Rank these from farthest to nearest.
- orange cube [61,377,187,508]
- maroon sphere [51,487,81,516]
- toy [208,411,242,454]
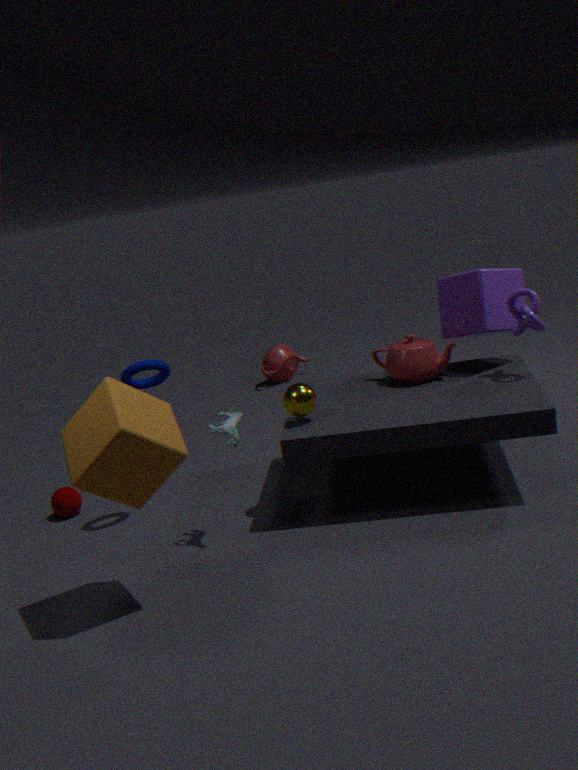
1. maroon sphere [51,487,81,516]
2. toy [208,411,242,454]
3. orange cube [61,377,187,508]
